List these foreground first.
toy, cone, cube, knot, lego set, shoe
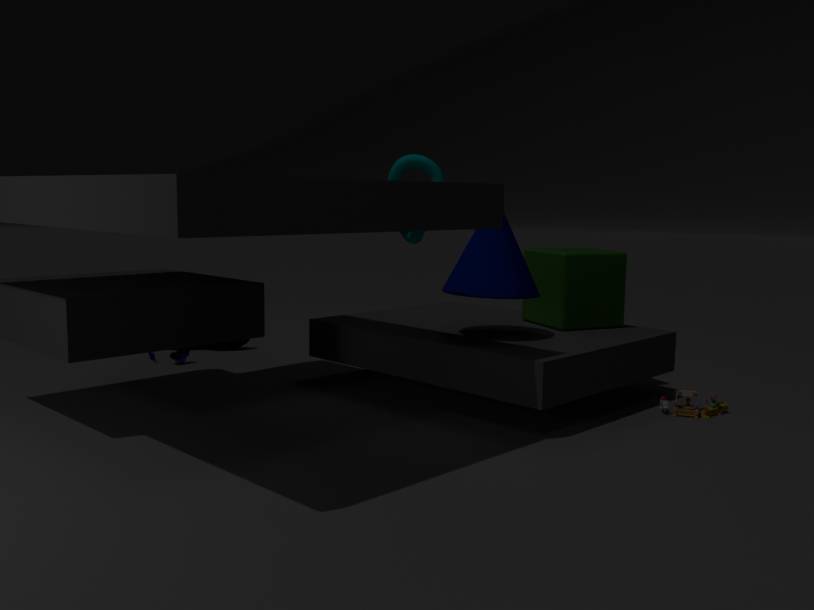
1. cone
2. lego set
3. cube
4. toy
5. shoe
6. knot
